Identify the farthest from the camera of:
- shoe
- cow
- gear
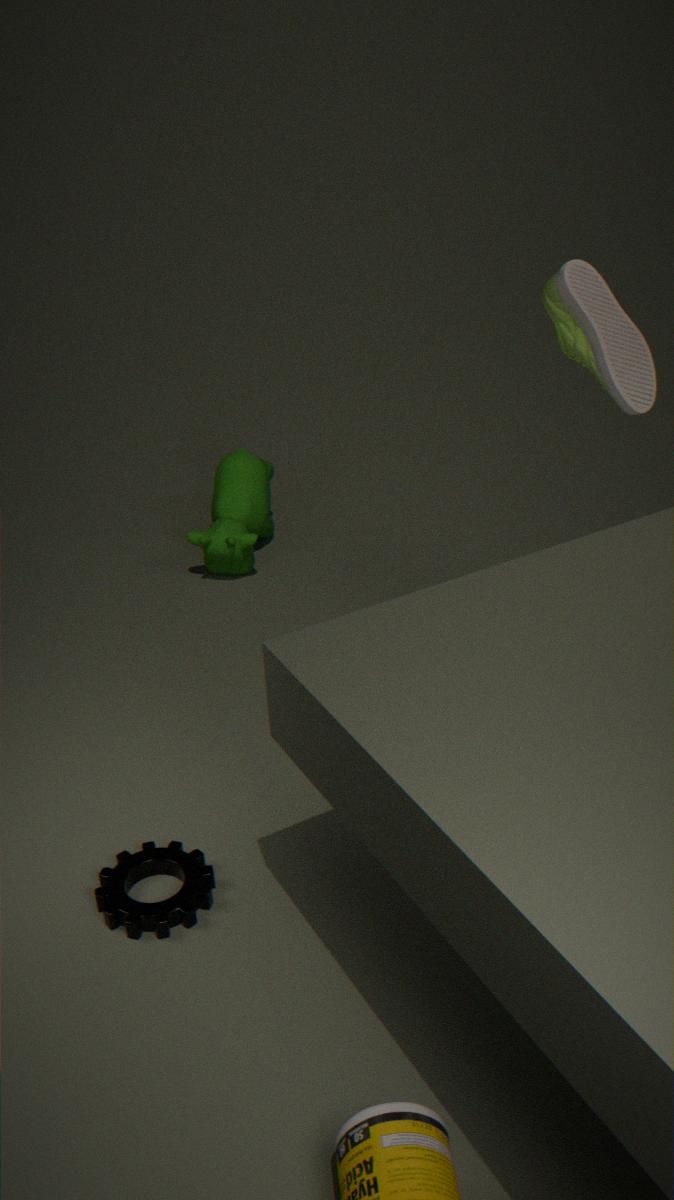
cow
